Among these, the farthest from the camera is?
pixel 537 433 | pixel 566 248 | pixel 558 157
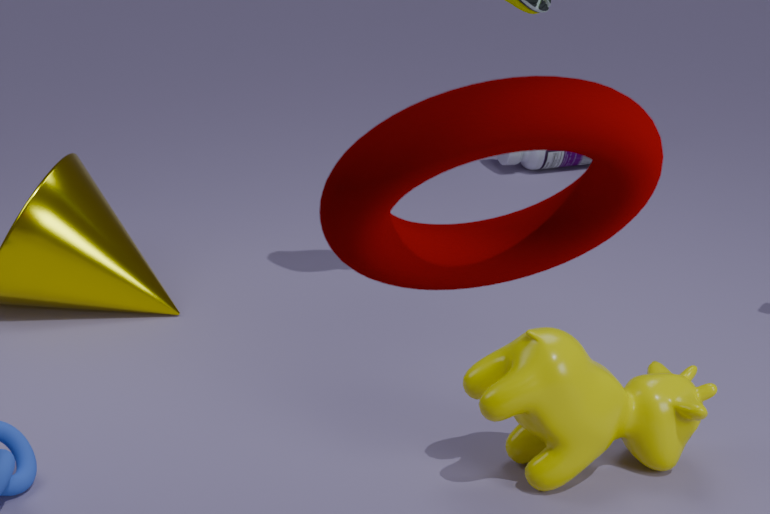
pixel 558 157
